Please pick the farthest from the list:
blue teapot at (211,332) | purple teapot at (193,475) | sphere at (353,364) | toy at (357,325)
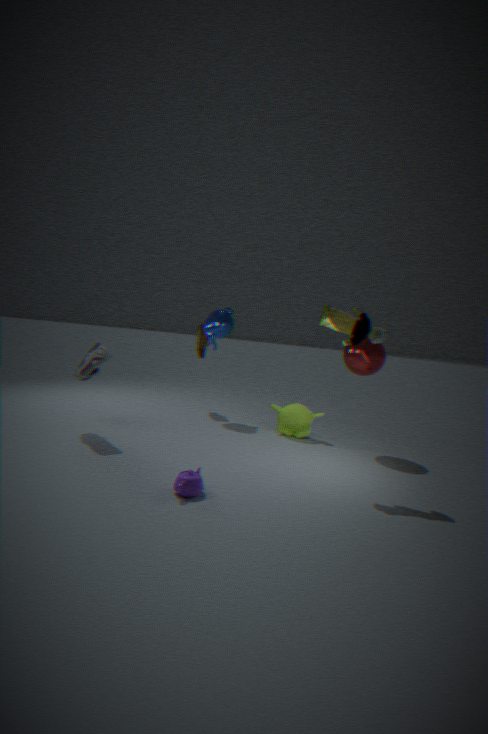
blue teapot at (211,332)
